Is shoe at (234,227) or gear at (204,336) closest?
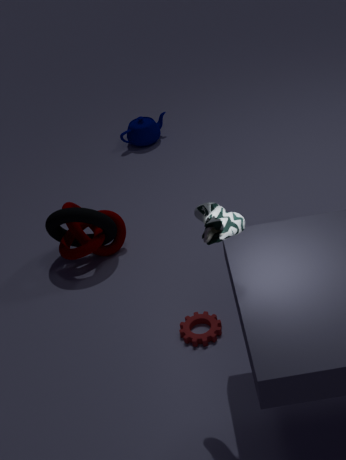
shoe at (234,227)
